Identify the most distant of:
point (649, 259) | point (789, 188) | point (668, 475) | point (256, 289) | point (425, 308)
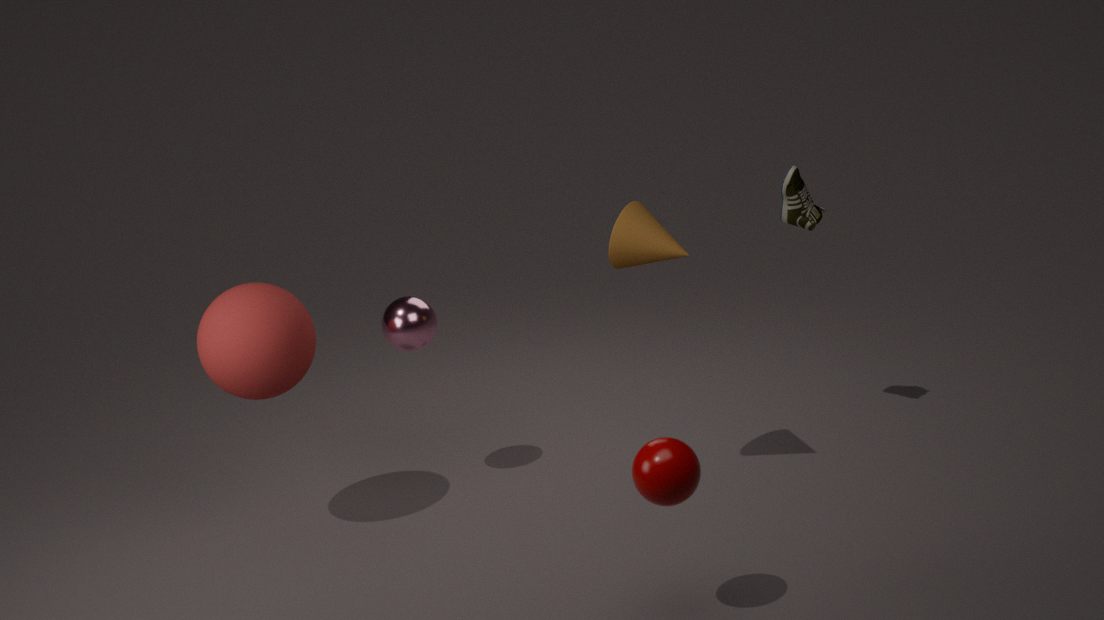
point (789, 188)
